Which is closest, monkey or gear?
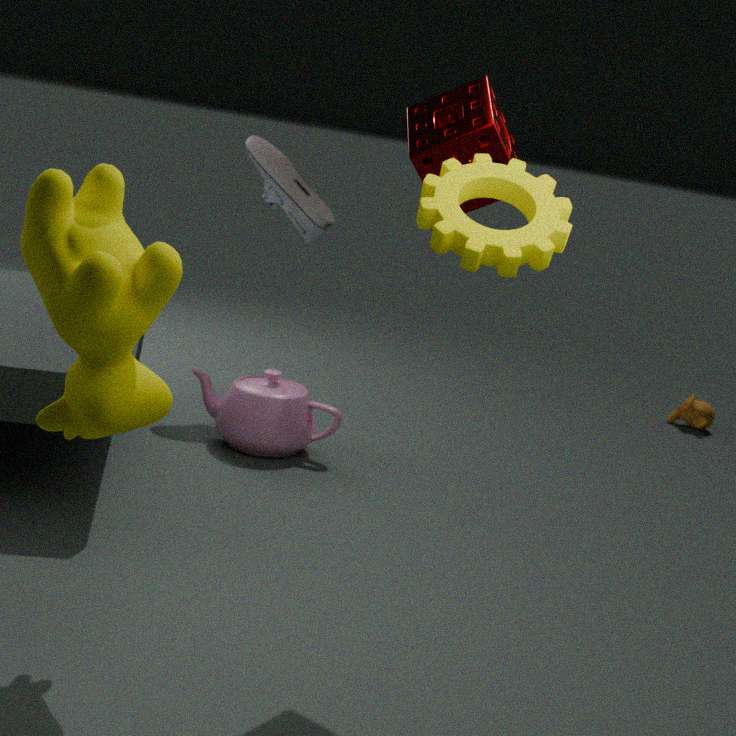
gear
